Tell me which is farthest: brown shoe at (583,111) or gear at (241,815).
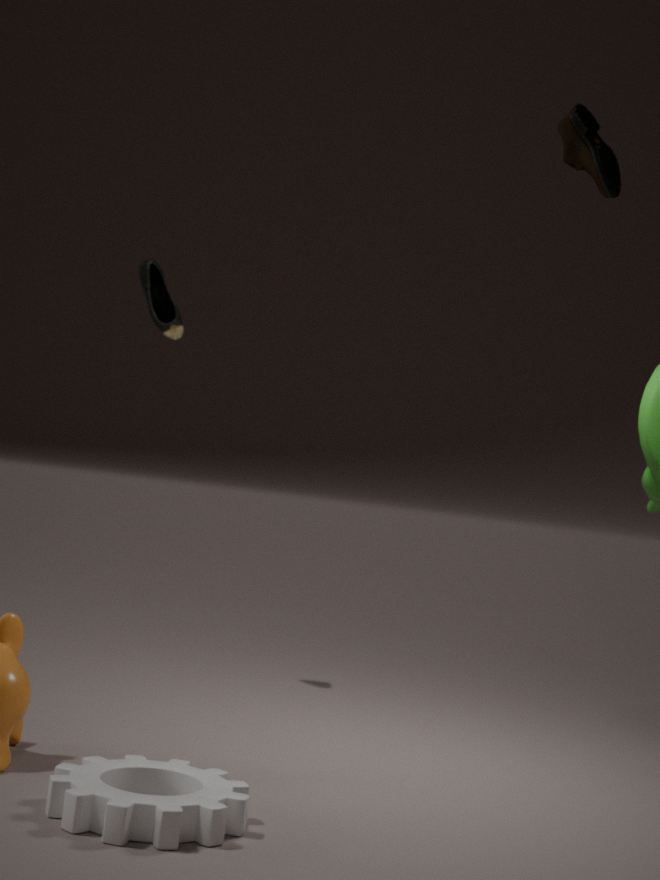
brown shoe at (583,111)
